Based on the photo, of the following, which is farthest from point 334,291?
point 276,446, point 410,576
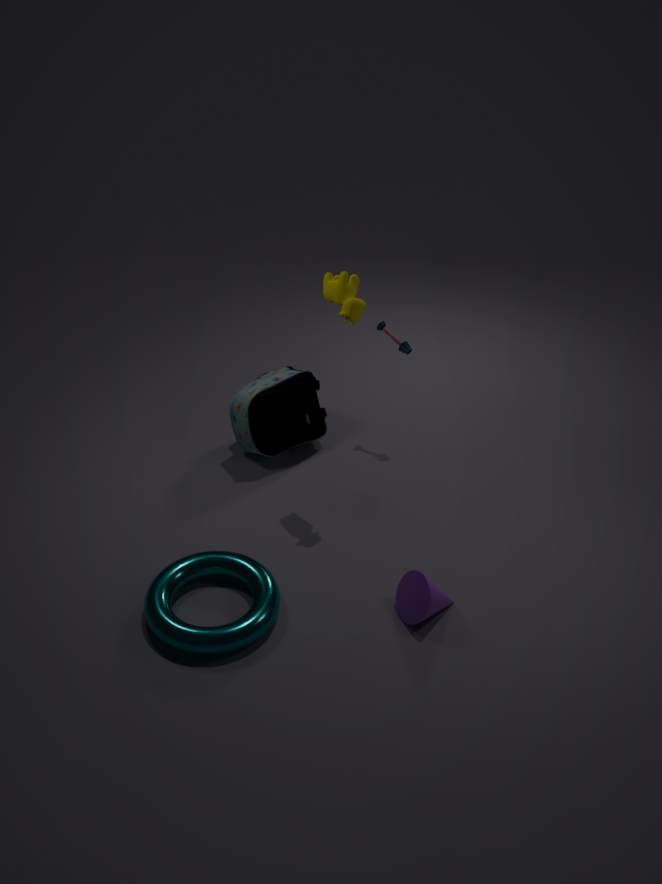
point 410,576
